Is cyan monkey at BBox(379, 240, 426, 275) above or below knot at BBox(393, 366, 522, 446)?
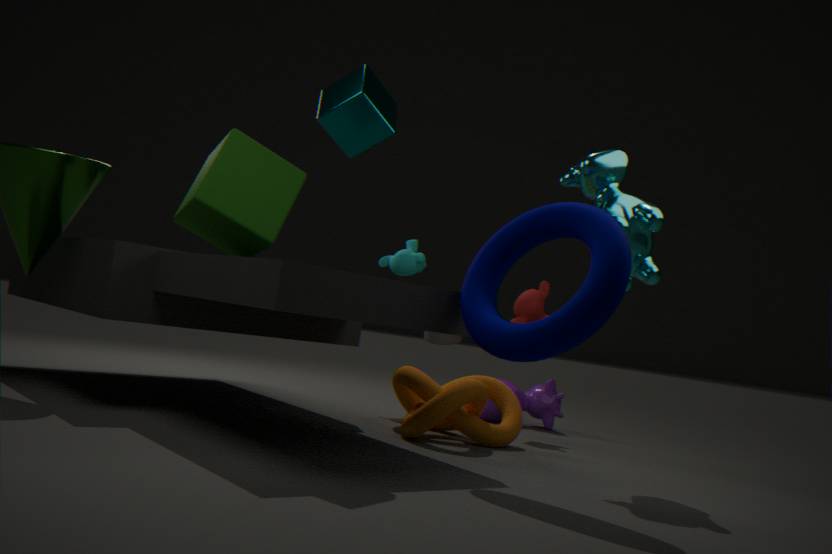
above
